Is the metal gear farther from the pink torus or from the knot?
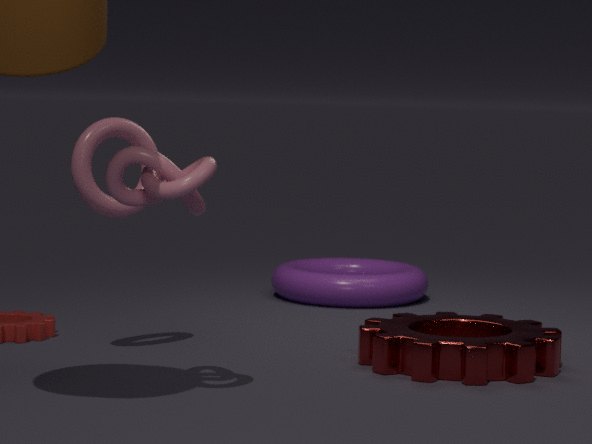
the pink torus
